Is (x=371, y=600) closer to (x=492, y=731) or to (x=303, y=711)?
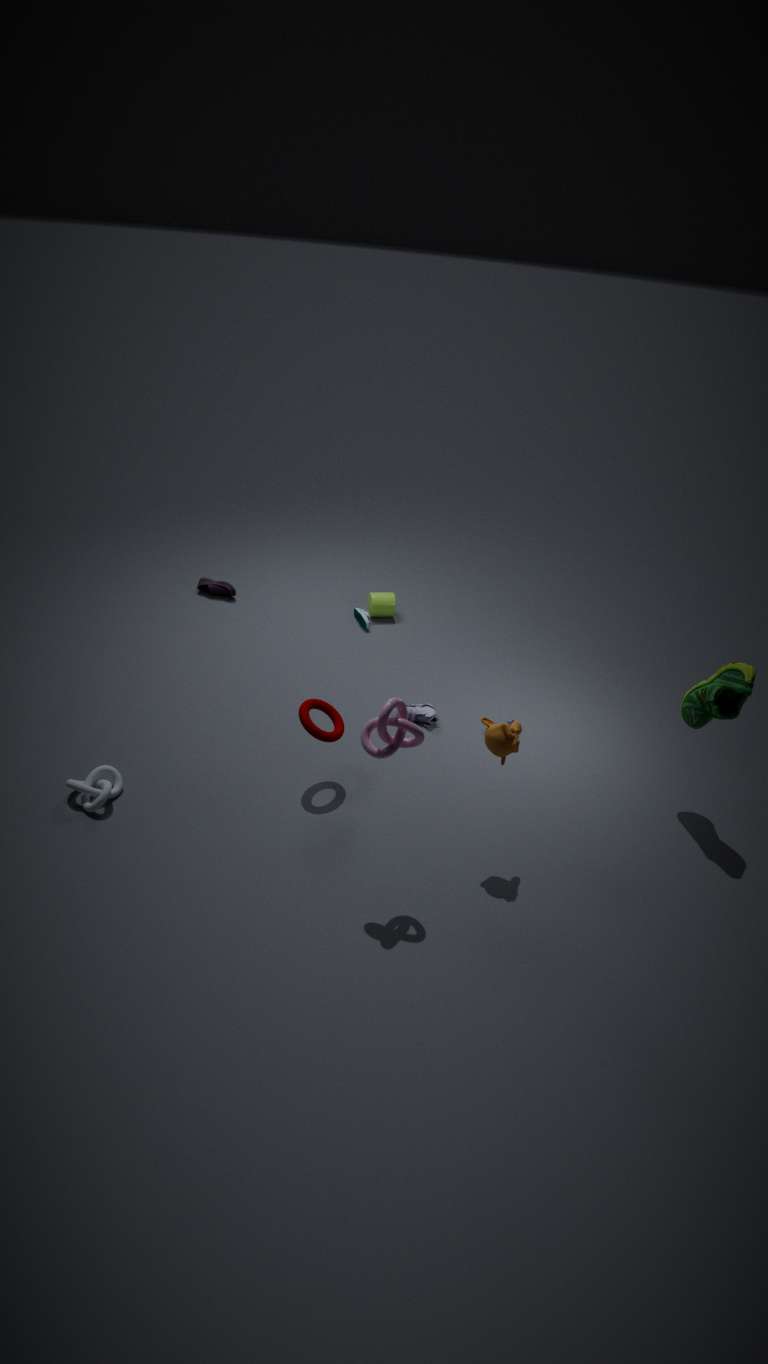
(x=303, y=711)
